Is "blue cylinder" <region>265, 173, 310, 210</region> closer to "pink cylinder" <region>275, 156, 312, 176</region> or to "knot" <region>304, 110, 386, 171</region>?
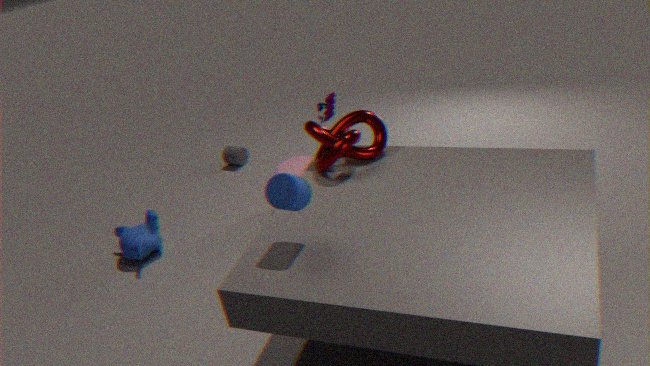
"knot" <region>304, 110, 386, 171</region>
